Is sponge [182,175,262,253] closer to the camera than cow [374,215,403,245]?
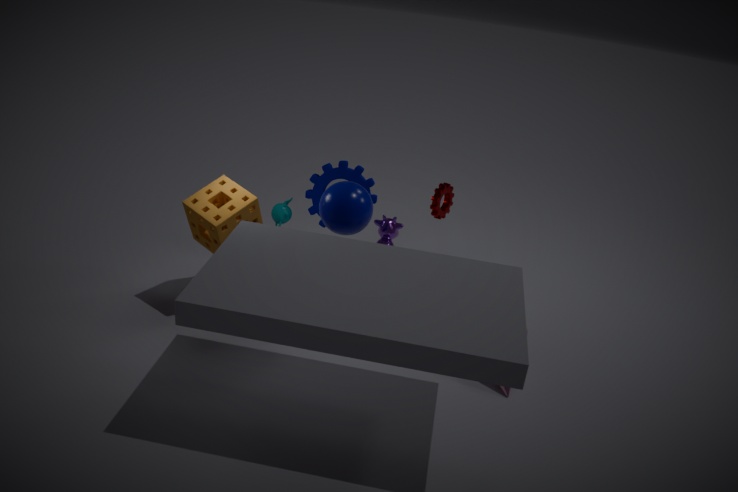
Yes
